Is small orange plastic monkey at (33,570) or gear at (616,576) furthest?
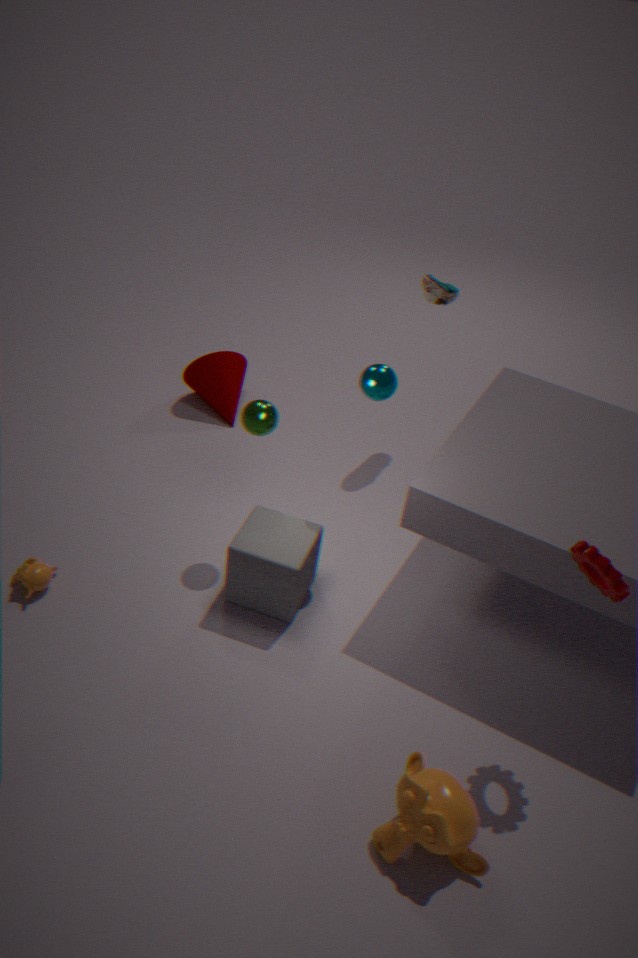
small orange plastic monkey at (33,570)
